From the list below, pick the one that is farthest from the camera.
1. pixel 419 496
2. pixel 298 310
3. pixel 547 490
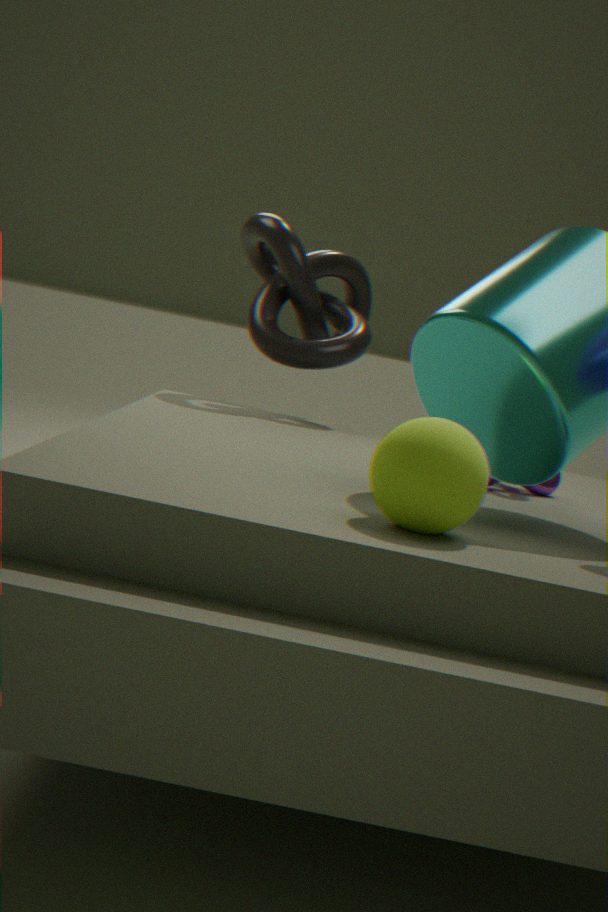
pixel 298 310
